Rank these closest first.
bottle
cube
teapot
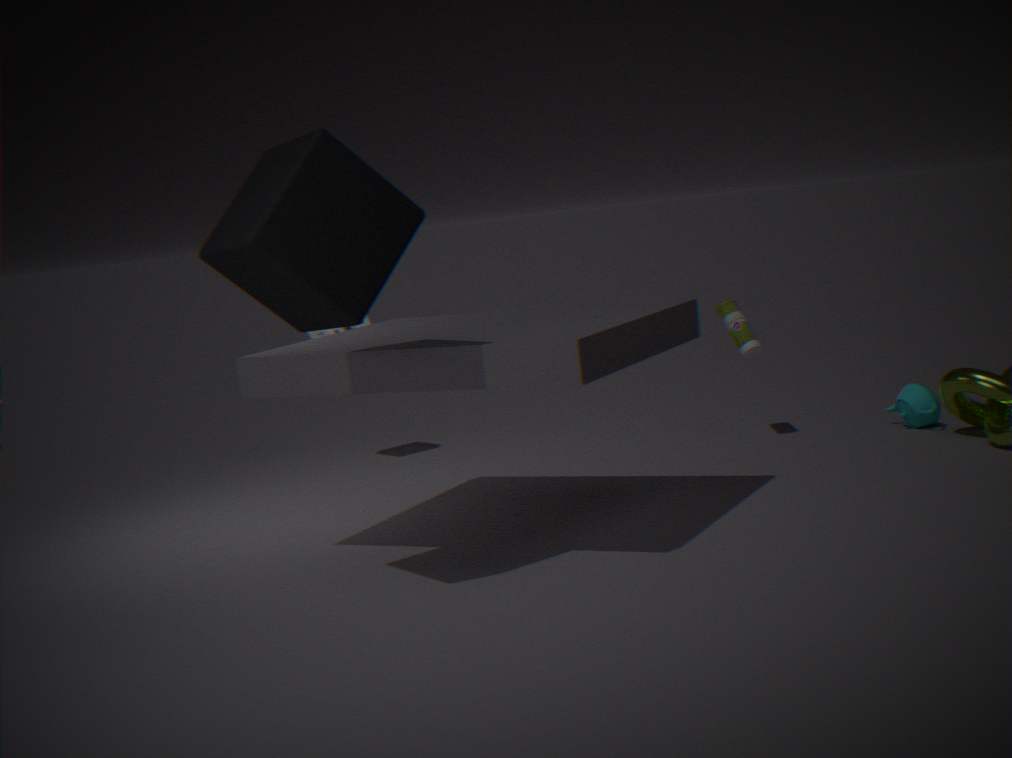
cube < teapot < bottle
